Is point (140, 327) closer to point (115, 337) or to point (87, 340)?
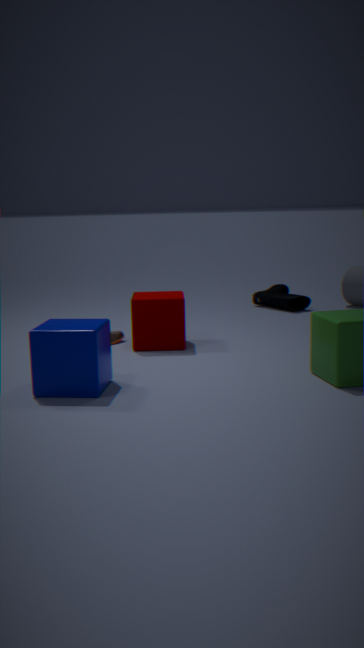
point (115, 337)
